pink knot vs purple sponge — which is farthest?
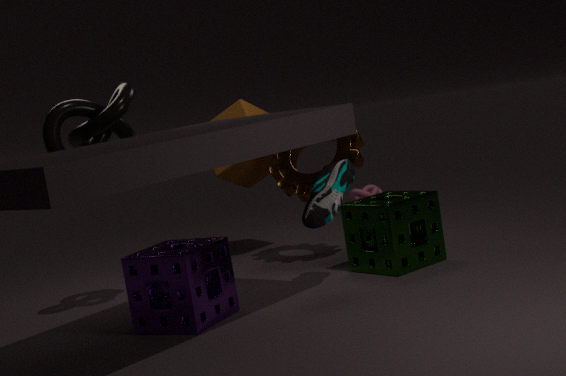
pink knot
